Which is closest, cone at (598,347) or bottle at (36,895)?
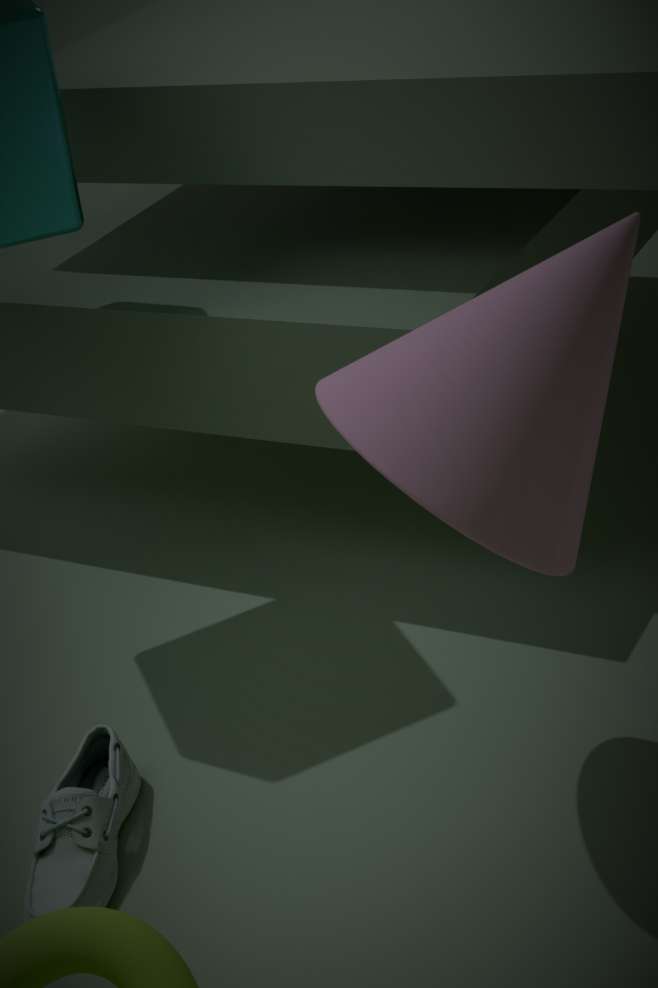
cone at (598,347)
